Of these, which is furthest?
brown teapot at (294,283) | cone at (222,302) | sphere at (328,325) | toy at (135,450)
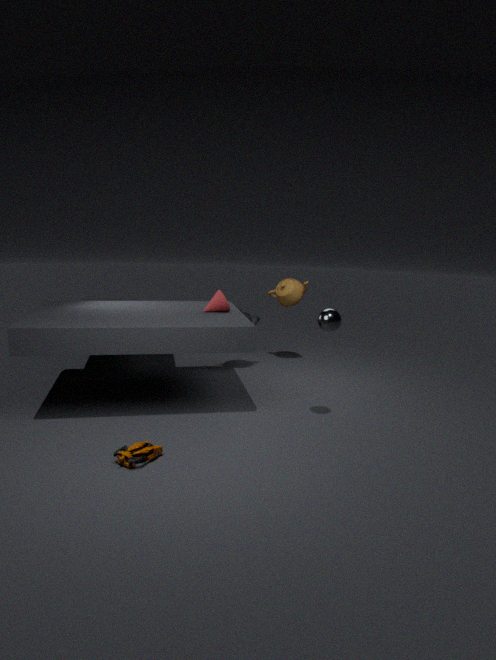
brown teapot at (294,283)
